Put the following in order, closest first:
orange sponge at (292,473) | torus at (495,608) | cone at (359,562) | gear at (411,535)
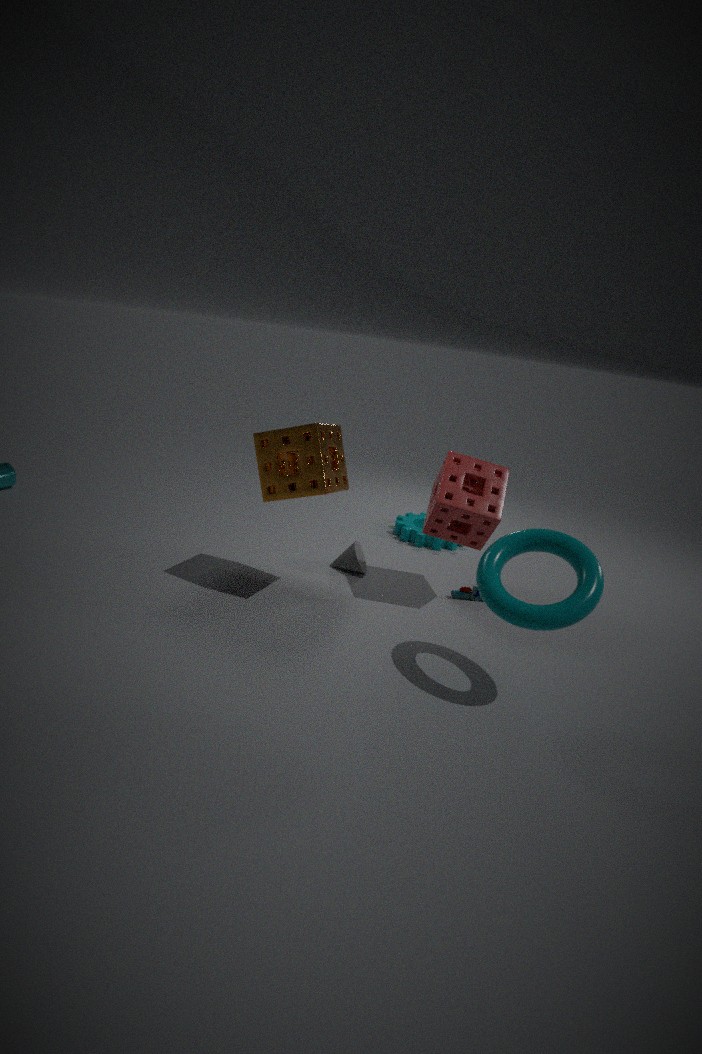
1. torus at (495,608)
2. orange sponge at (292,473)
3. cone at (359,562)
4. gear at (411,535)
